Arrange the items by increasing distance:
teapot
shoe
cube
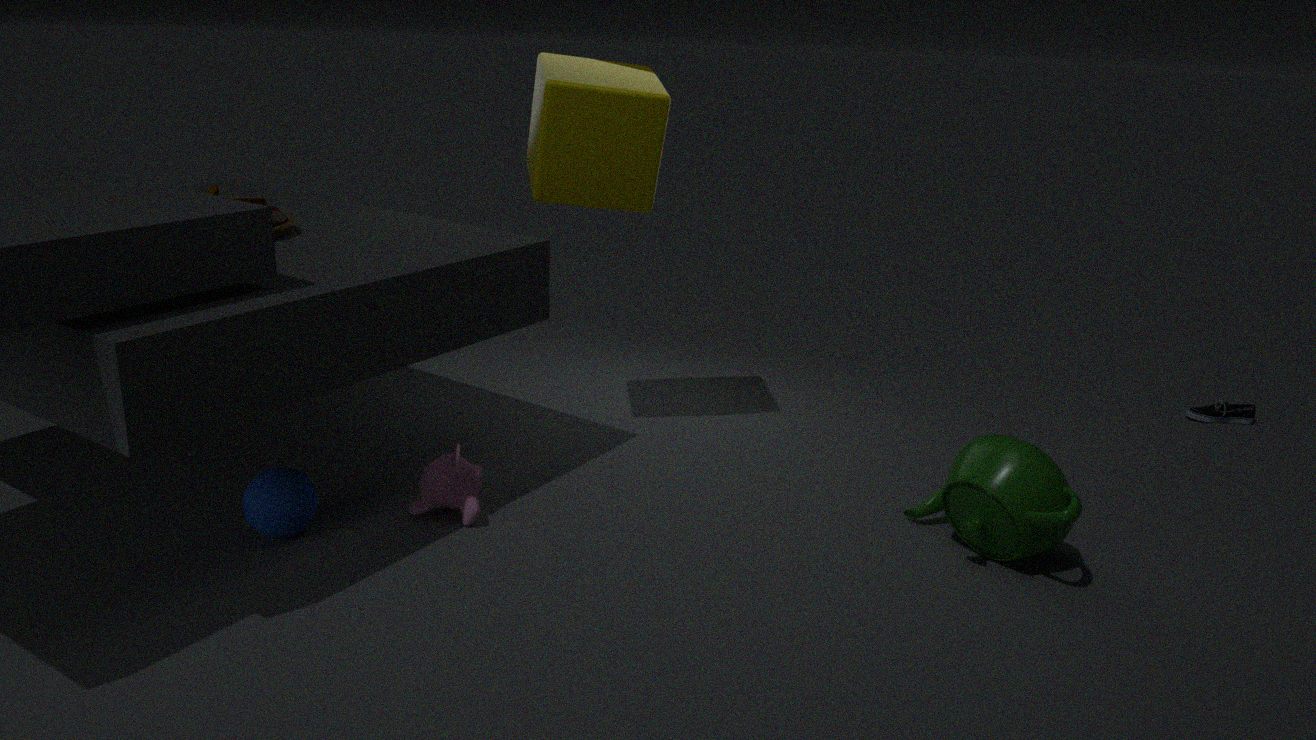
1. teapot
2. cube
3. shoe
